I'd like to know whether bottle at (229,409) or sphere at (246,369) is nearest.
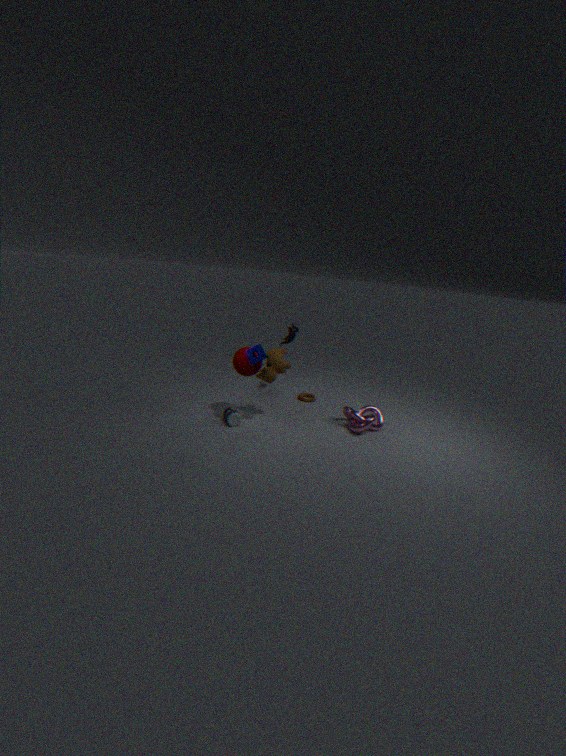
bottle at (229,409)
